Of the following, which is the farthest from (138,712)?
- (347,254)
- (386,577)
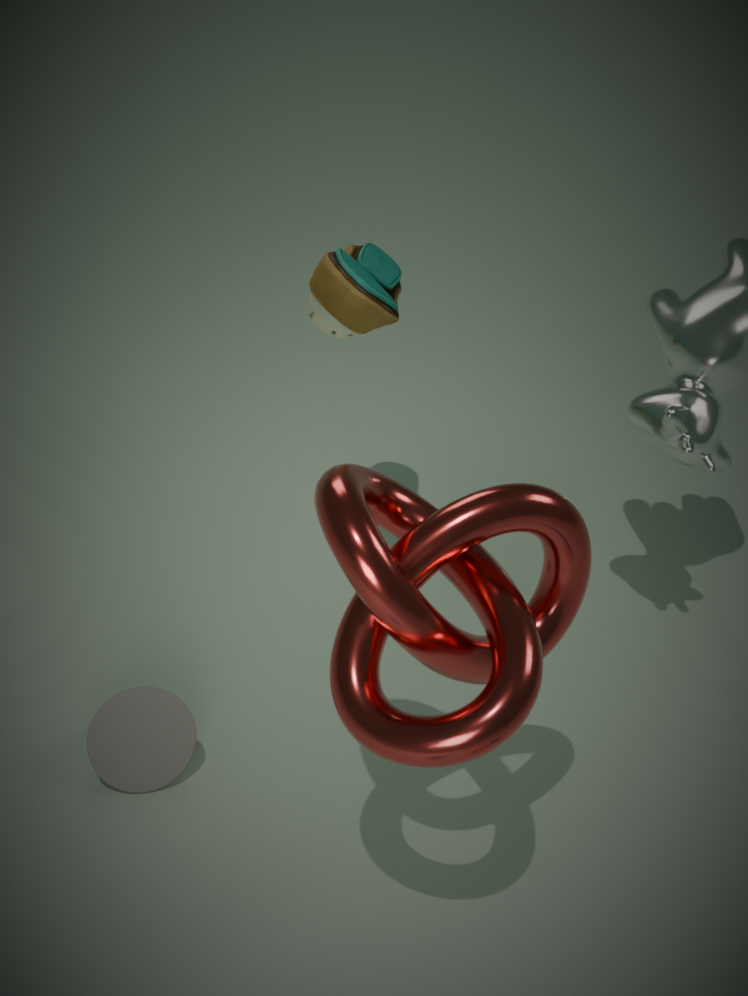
(347,254)
